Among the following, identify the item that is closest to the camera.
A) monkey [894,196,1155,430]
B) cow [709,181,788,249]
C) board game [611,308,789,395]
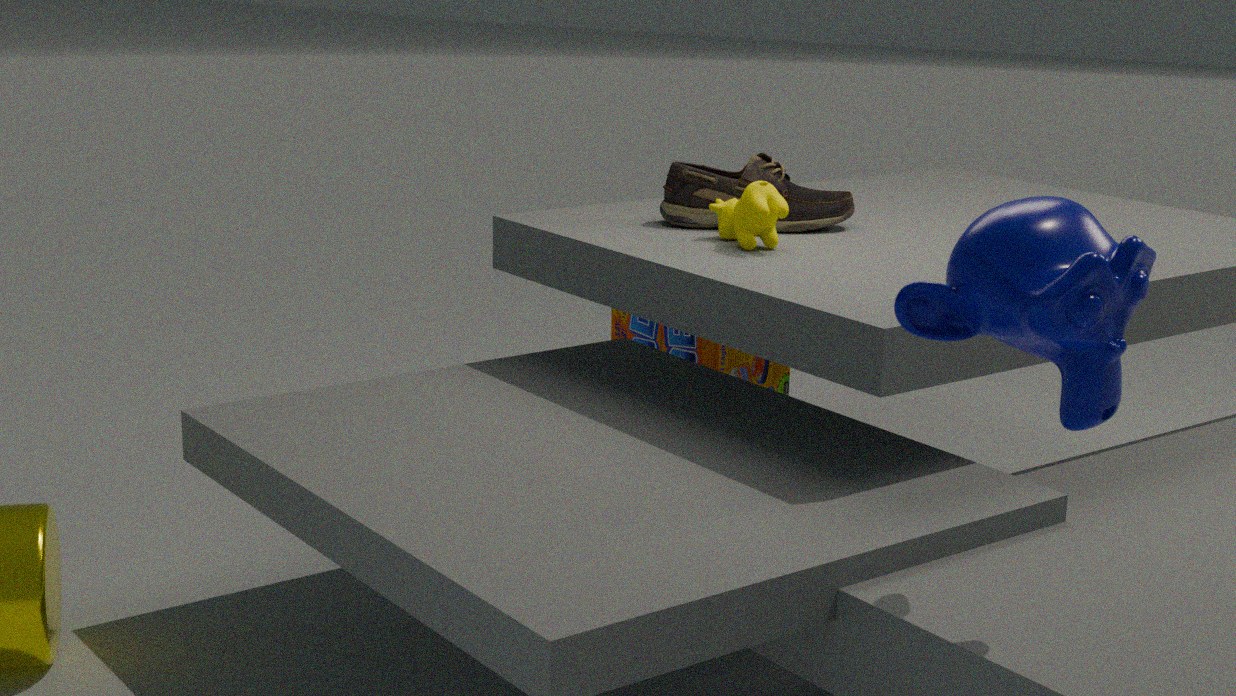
monkey [894,196,1155,430]
